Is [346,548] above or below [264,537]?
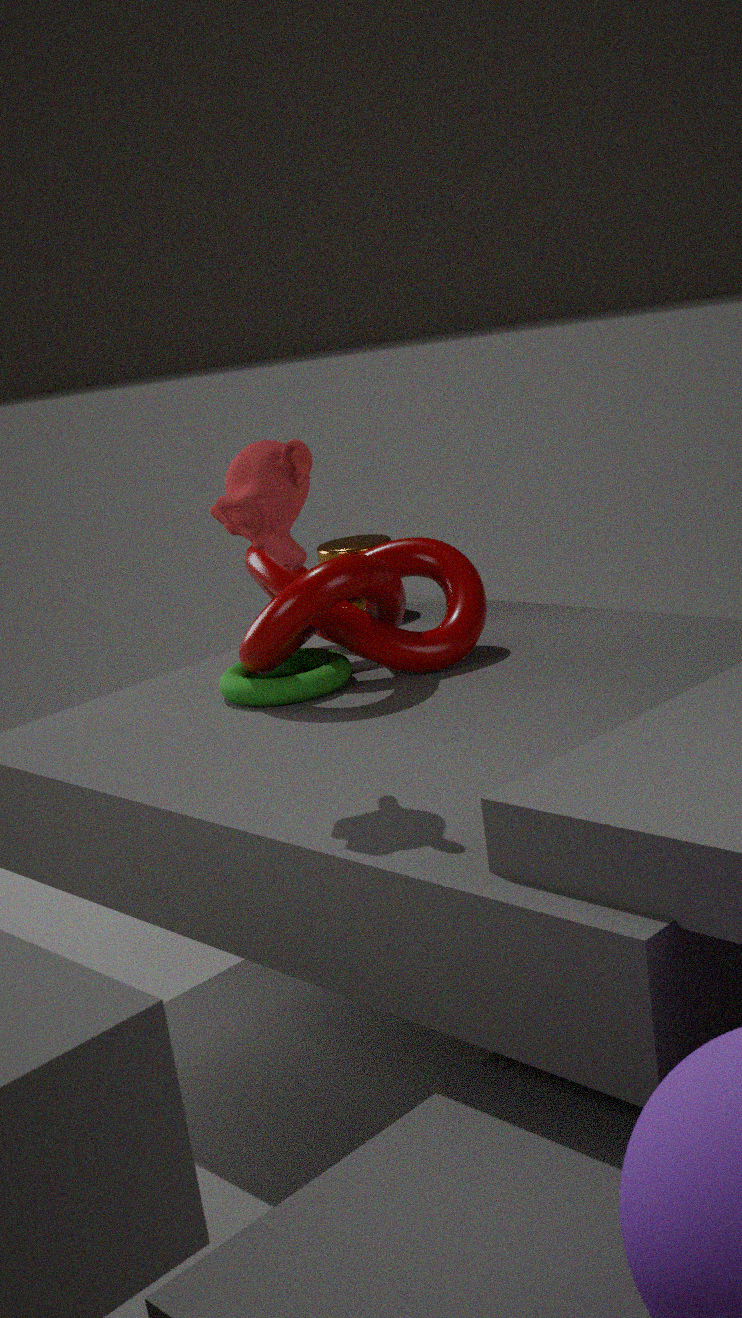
below
